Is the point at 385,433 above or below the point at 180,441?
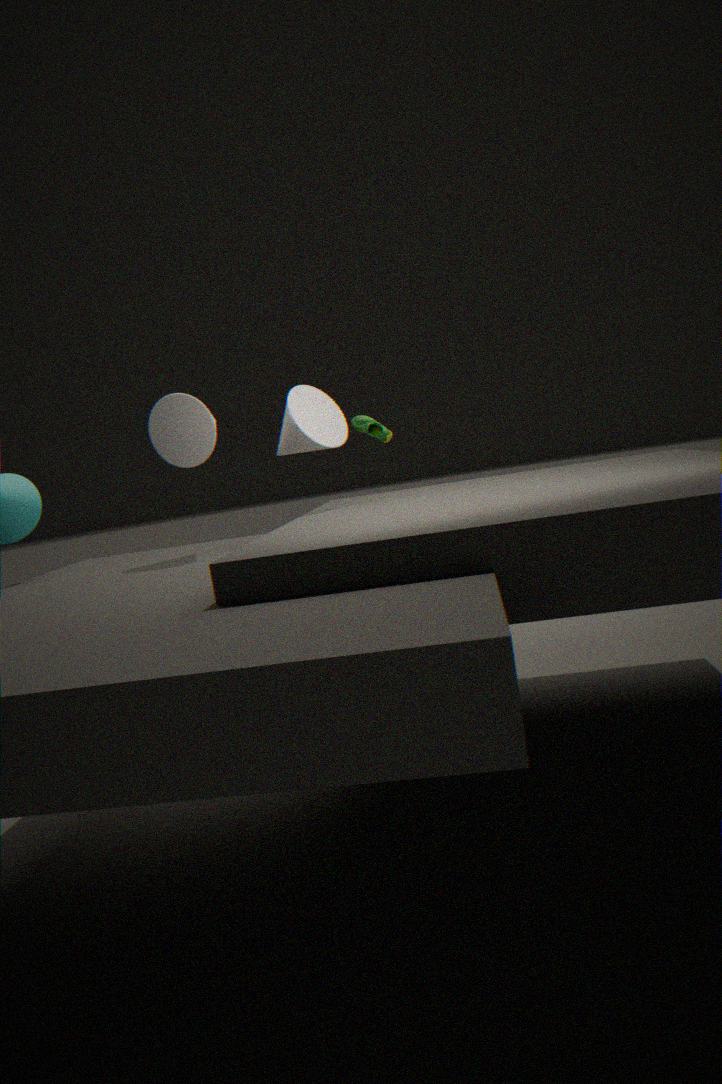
below
